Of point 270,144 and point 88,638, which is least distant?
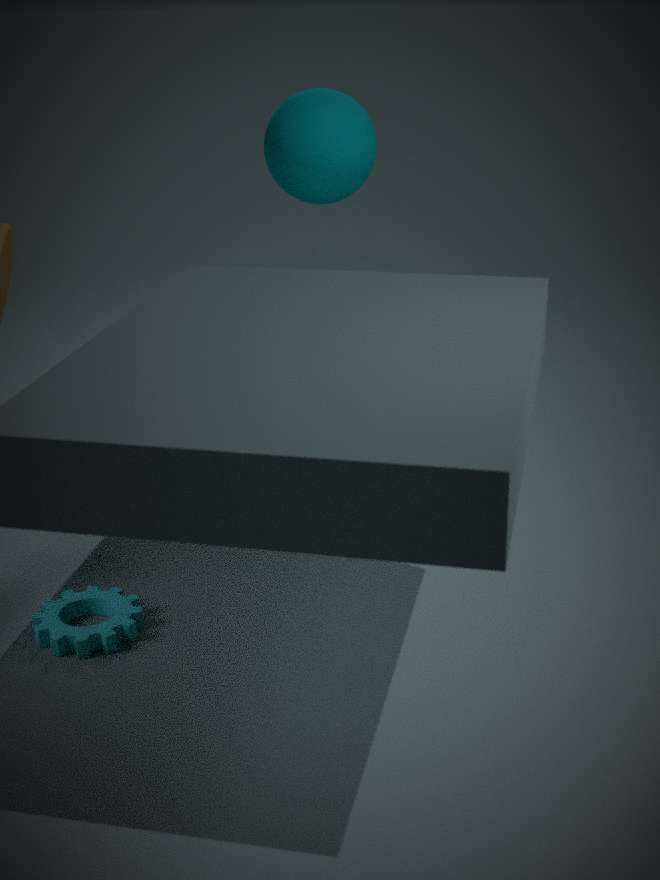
point 88,638
